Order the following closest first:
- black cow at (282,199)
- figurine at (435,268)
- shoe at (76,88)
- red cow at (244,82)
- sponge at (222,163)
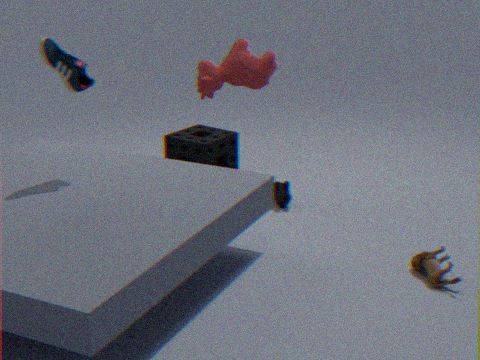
1. figurine at (435,268)
2. shoe at (76,88)
3. red cow at (244,82)
4. black cow at (282,199)
5. sponge at (222,163)
